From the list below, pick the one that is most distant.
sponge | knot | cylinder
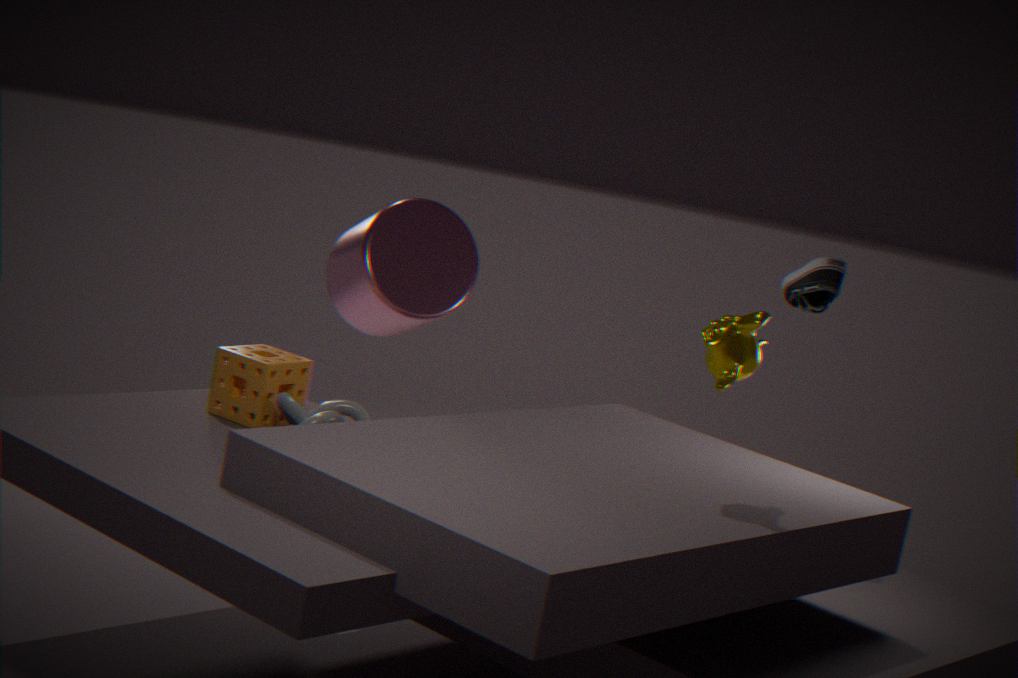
cylinder
